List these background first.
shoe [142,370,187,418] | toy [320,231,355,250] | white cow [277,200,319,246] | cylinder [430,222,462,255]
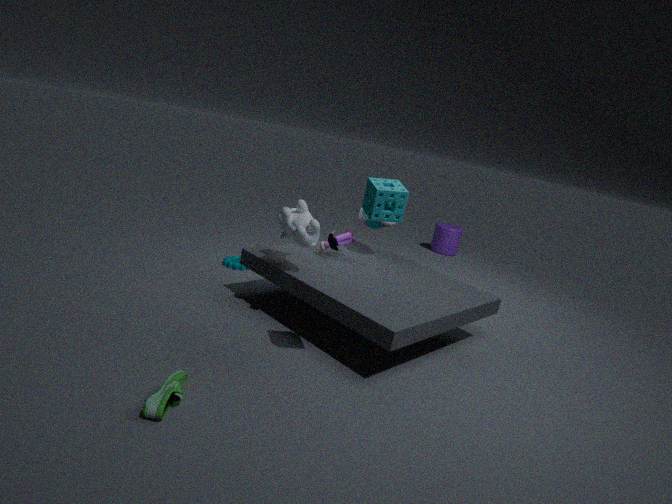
1. cylinder [430,222,462,255]
2. toy [320,231,355,250]
3. white cow [277,200,319,246]
4. shoe [142,370,187,418]
